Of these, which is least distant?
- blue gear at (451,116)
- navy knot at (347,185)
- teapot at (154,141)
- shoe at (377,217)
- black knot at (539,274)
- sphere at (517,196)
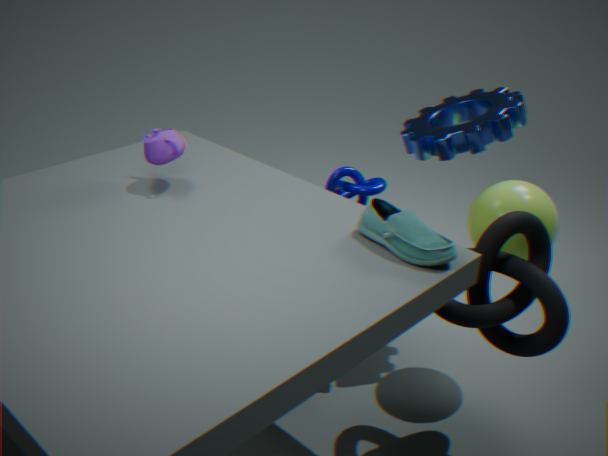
shoe at (377,217)
